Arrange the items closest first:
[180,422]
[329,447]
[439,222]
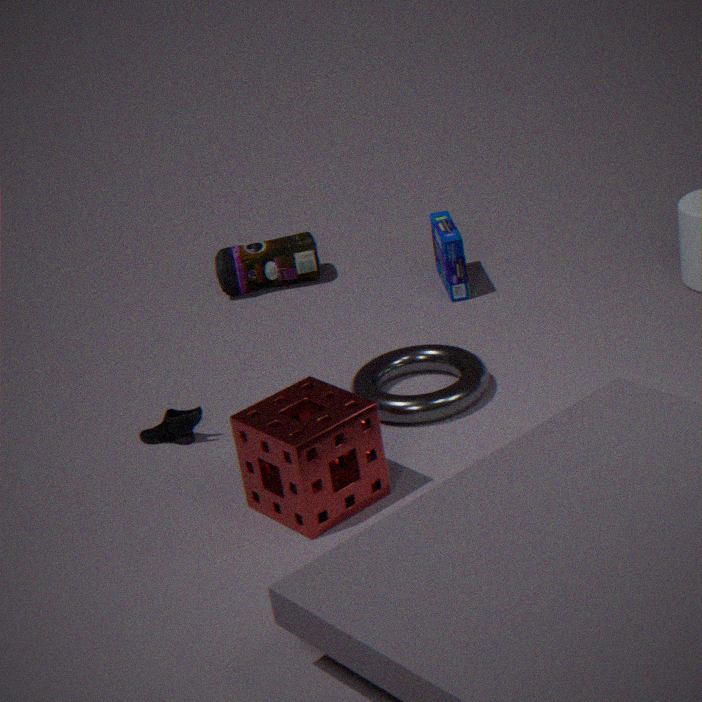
[329,447]
[180,422]
[439,222]
